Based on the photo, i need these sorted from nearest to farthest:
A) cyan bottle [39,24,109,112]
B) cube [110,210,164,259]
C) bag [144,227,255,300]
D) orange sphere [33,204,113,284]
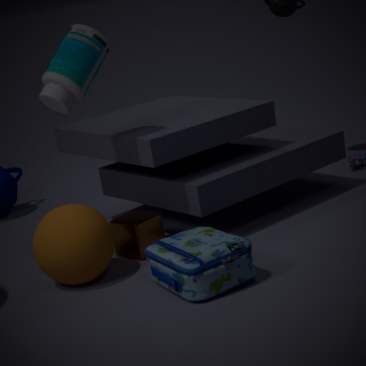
1. bag [144,227,255,300]
2. orange sphere [33,204,113,284]
3. cyan bottle [39,24,109,112]
4. cube [110,210,164,259]
